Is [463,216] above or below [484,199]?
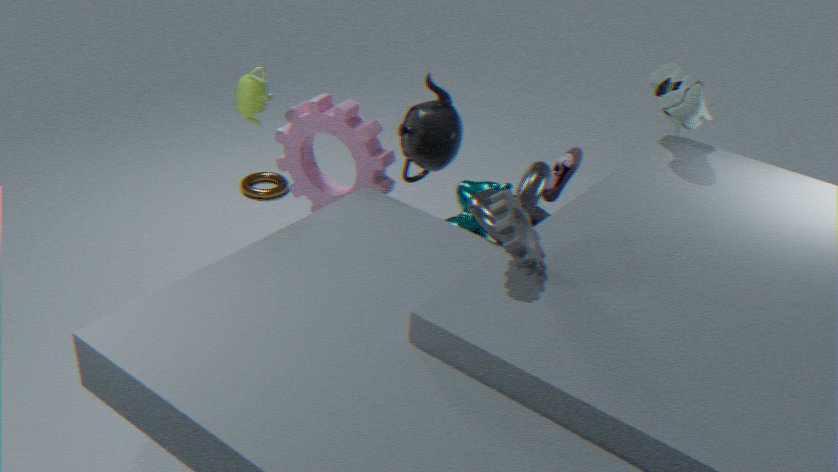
below
